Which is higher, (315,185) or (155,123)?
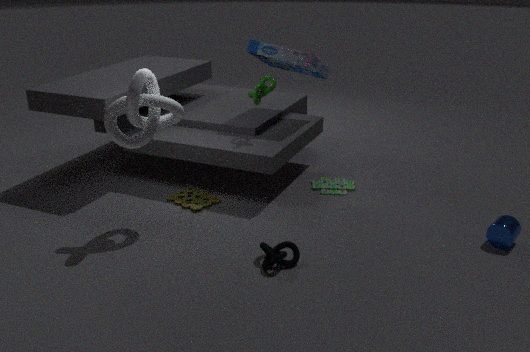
(155,123)
